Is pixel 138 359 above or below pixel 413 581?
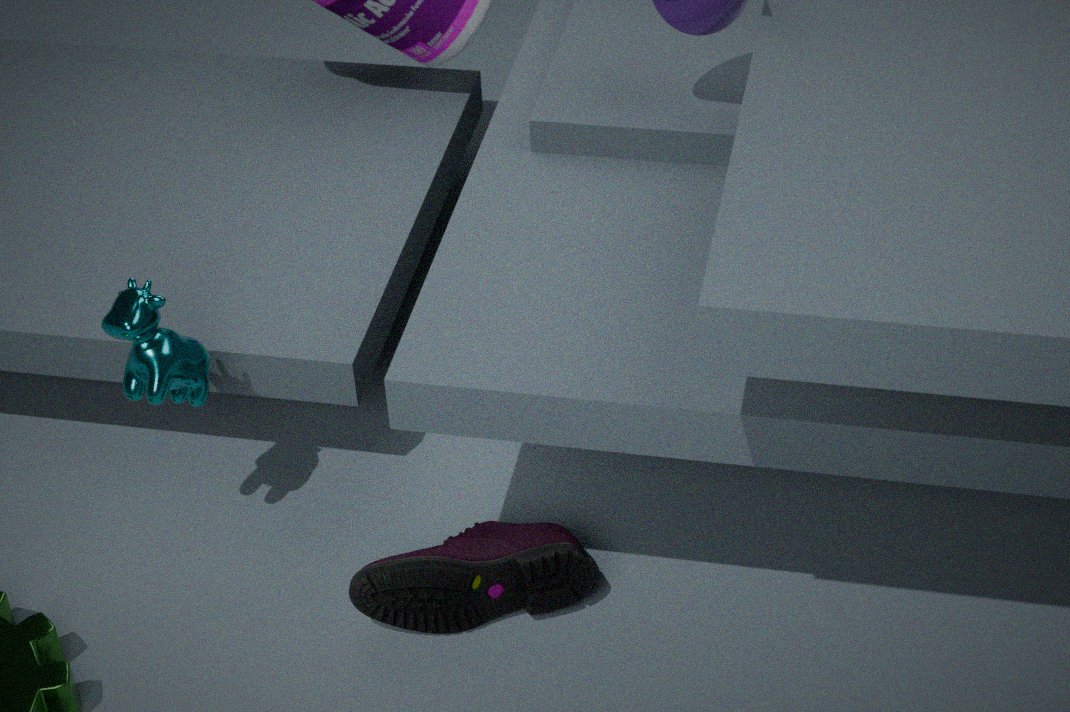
above
